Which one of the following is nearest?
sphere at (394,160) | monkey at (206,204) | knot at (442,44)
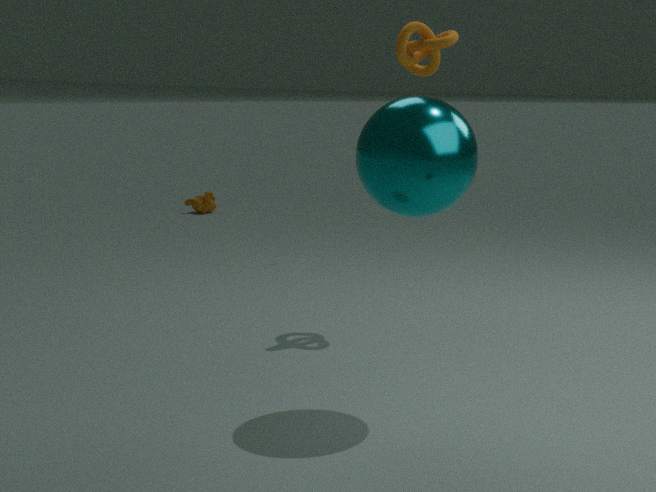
sphere at (394,160)
